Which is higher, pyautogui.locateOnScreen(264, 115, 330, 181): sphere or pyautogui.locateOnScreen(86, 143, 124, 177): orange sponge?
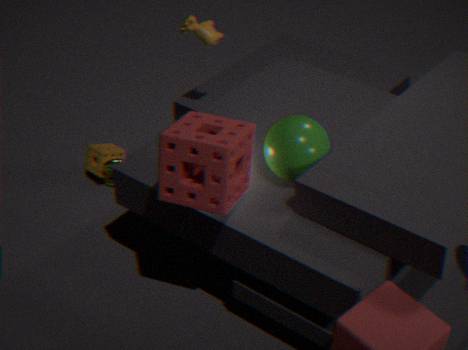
pyautogui.locateOnScreen(264, 115, 330, 181): sphere
